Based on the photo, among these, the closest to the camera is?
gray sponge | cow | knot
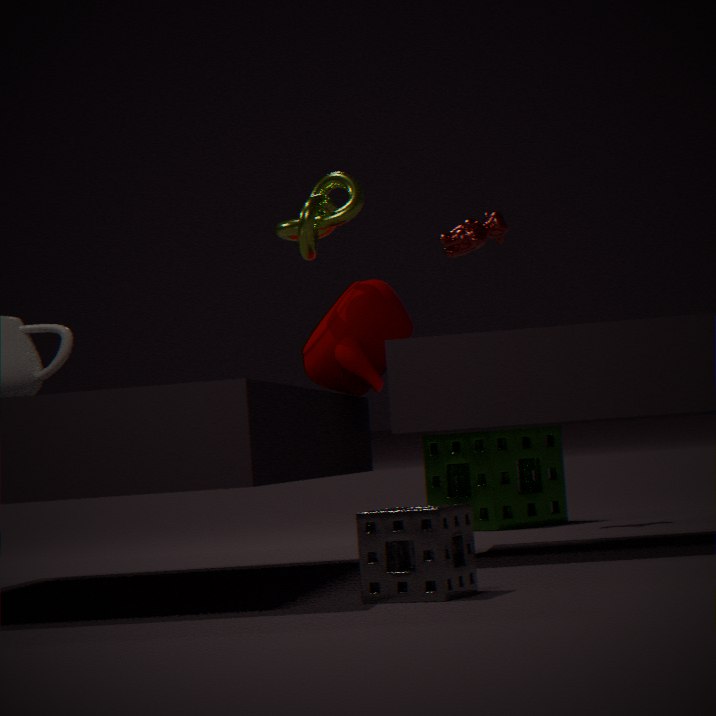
gray sponge
